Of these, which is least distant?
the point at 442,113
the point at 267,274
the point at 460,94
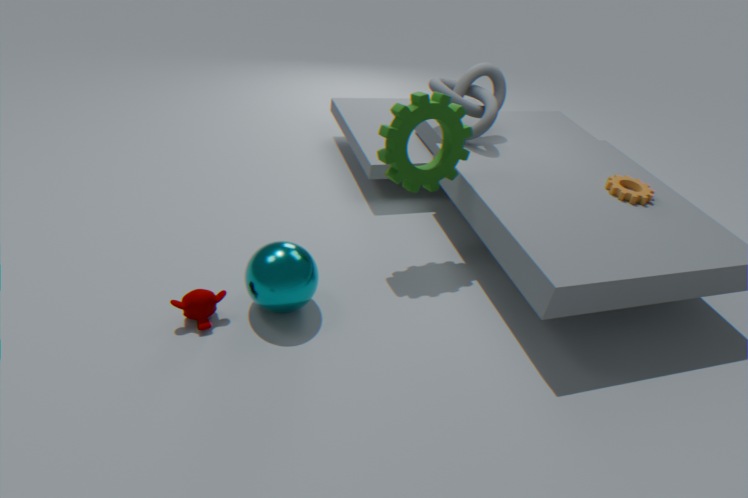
the point at 267,274
